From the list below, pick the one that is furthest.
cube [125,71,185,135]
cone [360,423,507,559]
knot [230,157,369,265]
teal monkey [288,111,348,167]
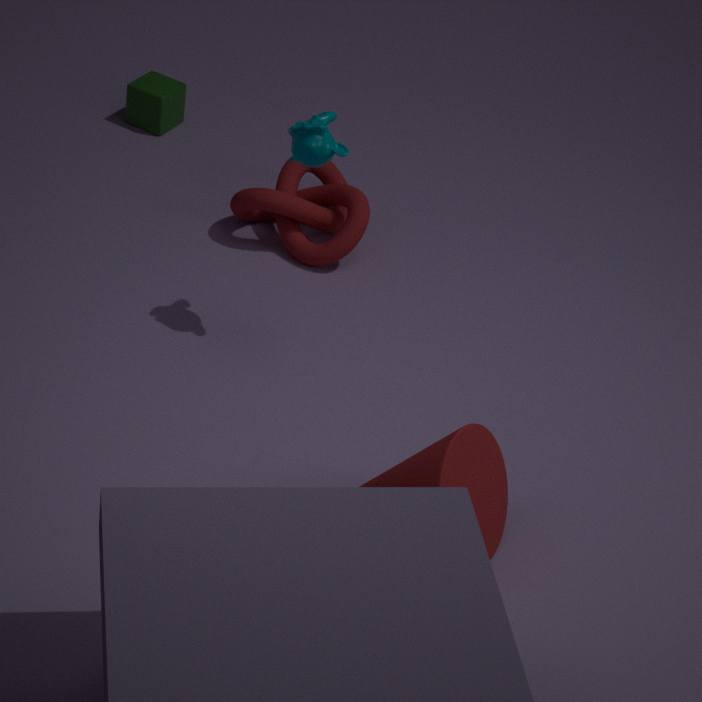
cube [125,71,185,135]
